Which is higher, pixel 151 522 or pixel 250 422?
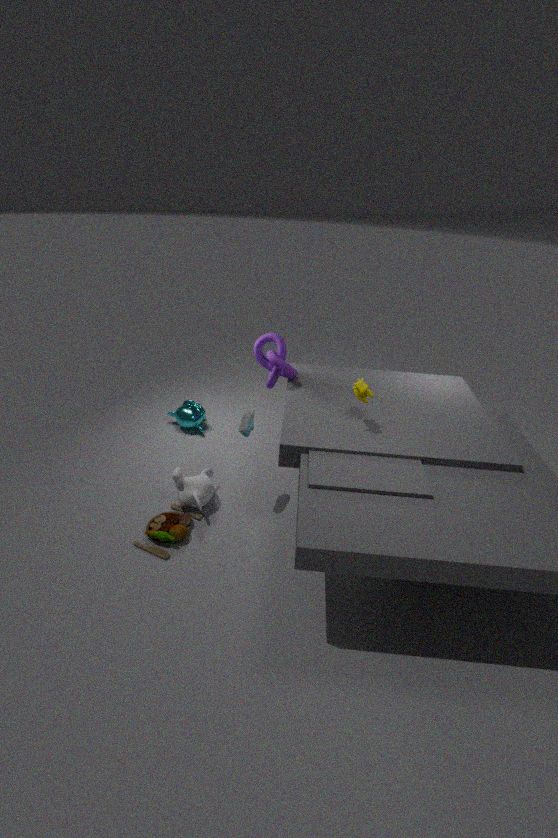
pixel 250 422
